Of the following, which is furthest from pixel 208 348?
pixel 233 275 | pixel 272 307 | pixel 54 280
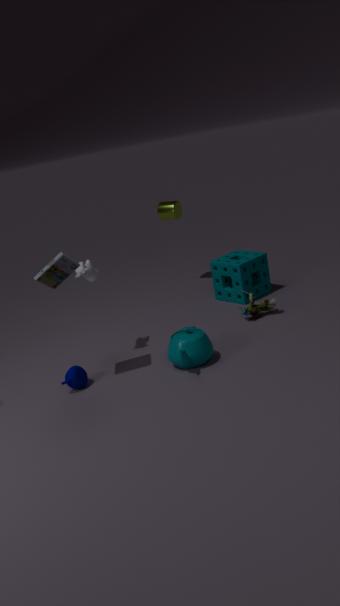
pixel 233 275
